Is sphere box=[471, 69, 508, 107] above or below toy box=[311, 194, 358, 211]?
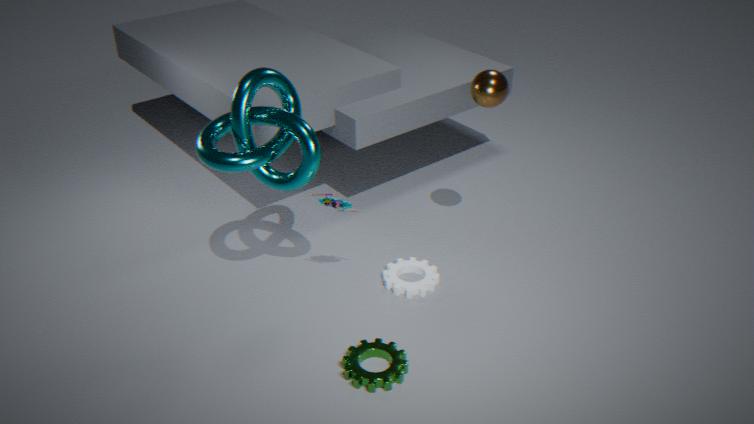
above
